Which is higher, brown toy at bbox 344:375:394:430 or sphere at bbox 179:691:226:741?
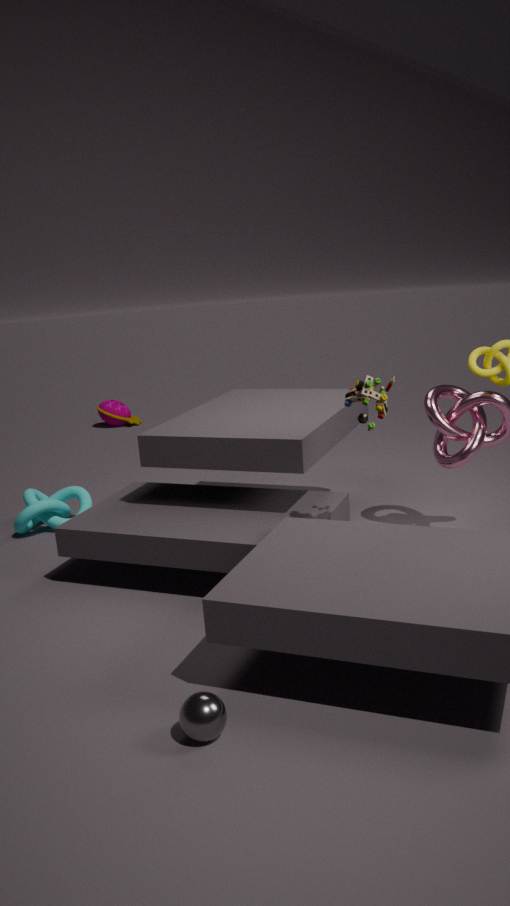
brown toy at bbox 344:375:394:430
